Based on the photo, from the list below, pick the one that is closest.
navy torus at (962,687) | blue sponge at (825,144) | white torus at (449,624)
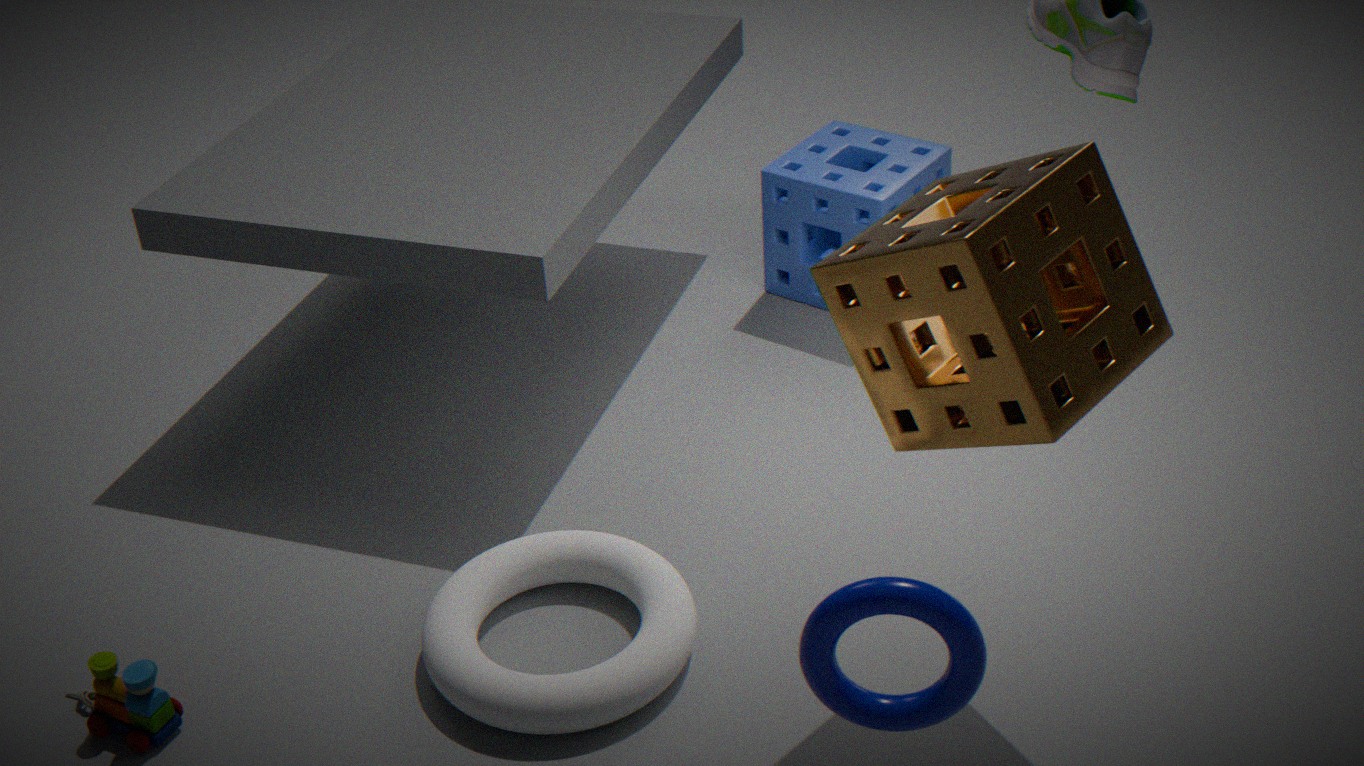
navy torus at (962,687)
